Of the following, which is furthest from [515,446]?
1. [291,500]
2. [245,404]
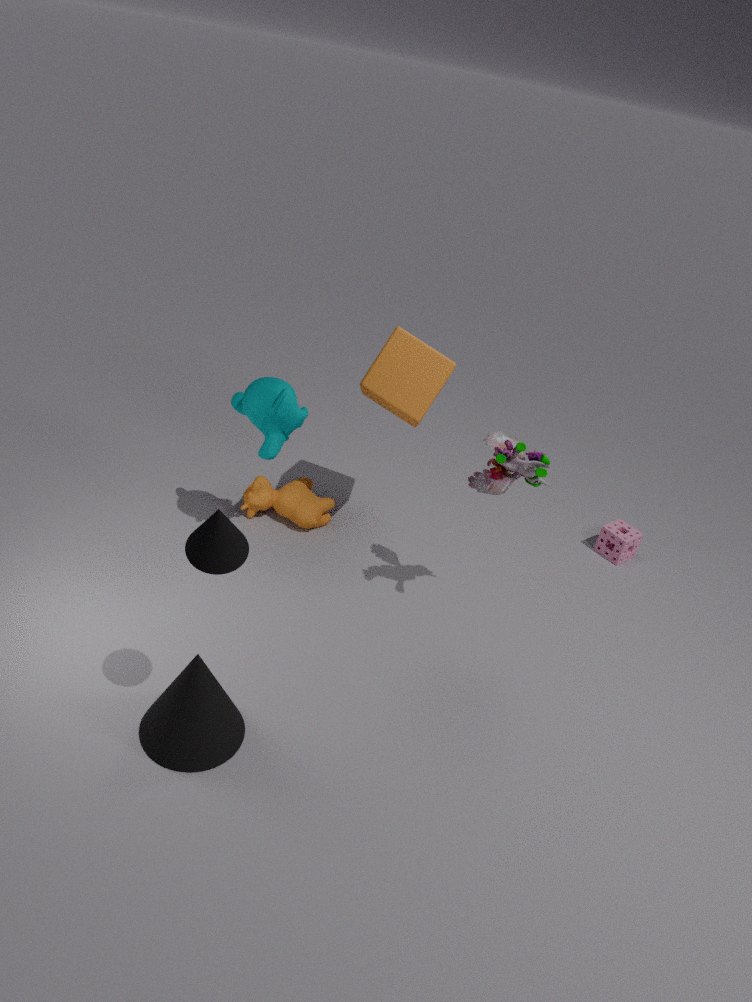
[291,500]
